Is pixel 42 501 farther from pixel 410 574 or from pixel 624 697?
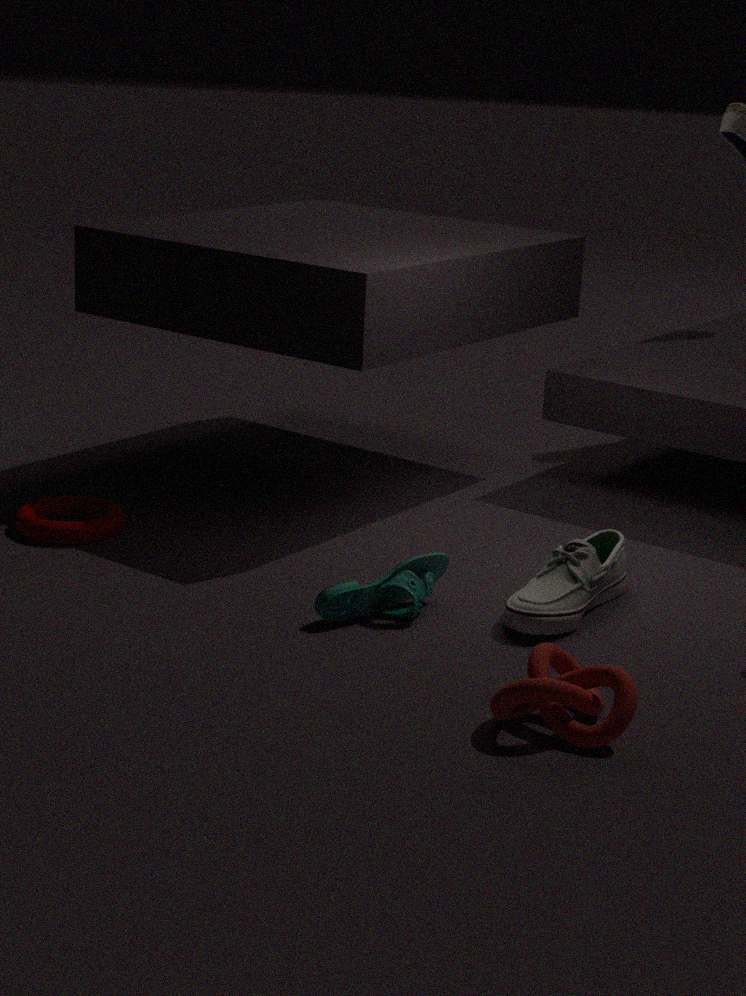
pixel 624 697
